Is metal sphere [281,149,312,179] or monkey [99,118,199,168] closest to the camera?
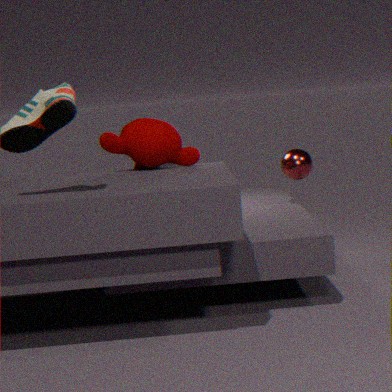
monkey [99,118,199,168]
